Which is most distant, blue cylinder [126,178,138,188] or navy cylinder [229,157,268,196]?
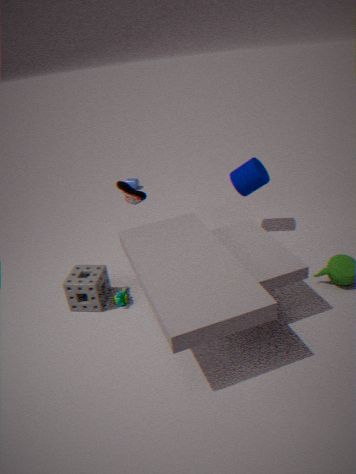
blue cylinder [126,178,138,188]
